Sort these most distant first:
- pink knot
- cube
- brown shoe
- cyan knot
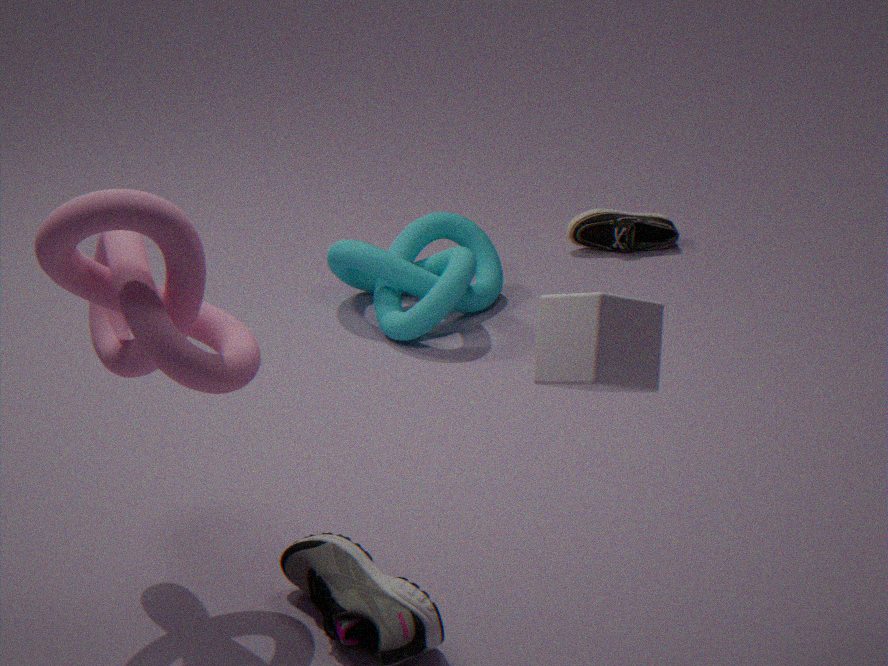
brown shoe < cyan knot < pink knot < cube
